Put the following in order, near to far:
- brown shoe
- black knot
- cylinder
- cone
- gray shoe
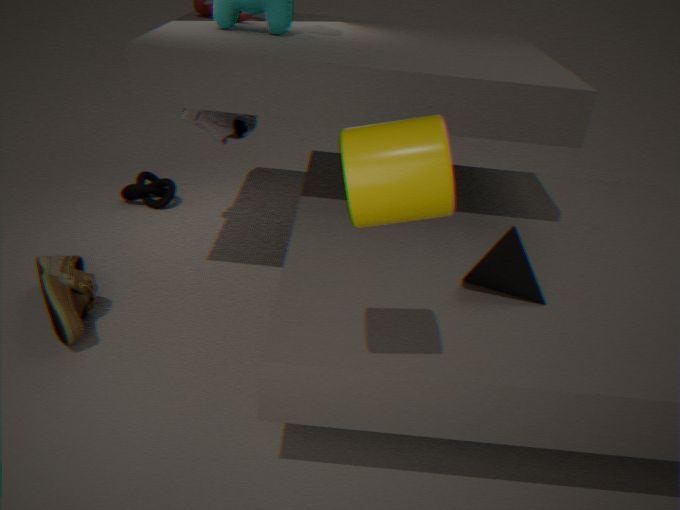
cylinder, cone, brown shoe, gray shoe, black knot
